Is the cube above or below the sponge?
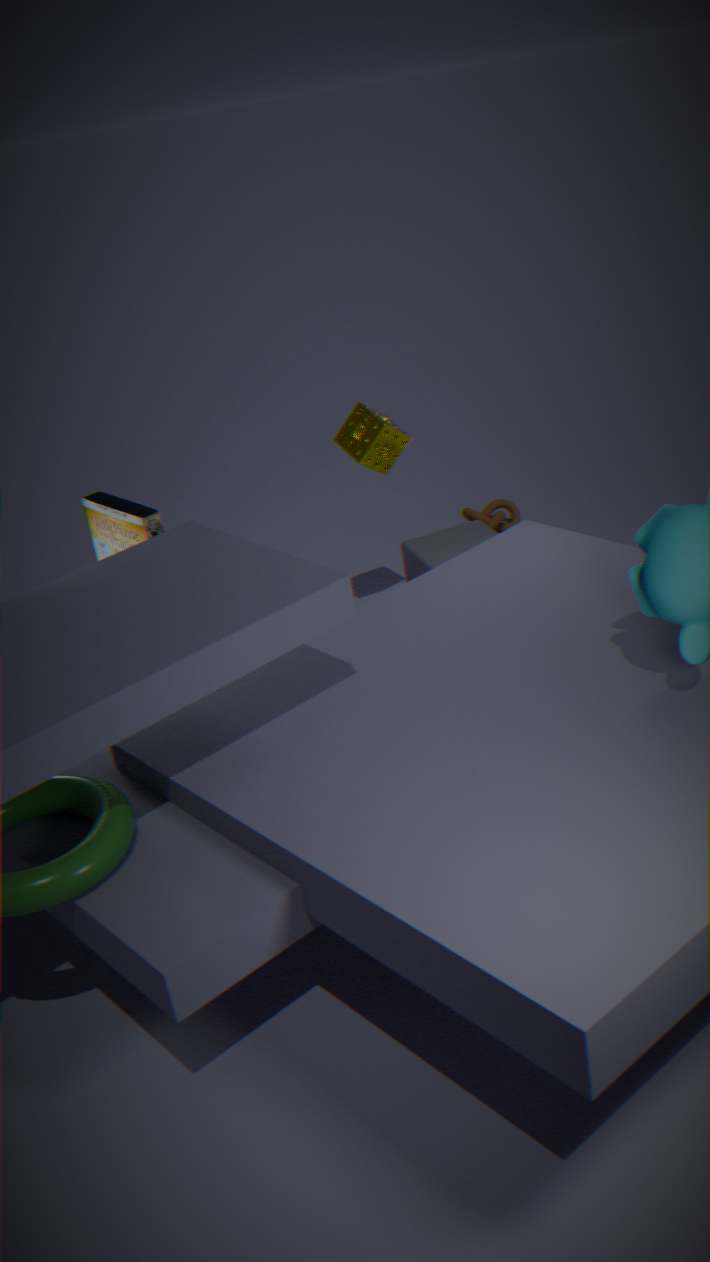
below
